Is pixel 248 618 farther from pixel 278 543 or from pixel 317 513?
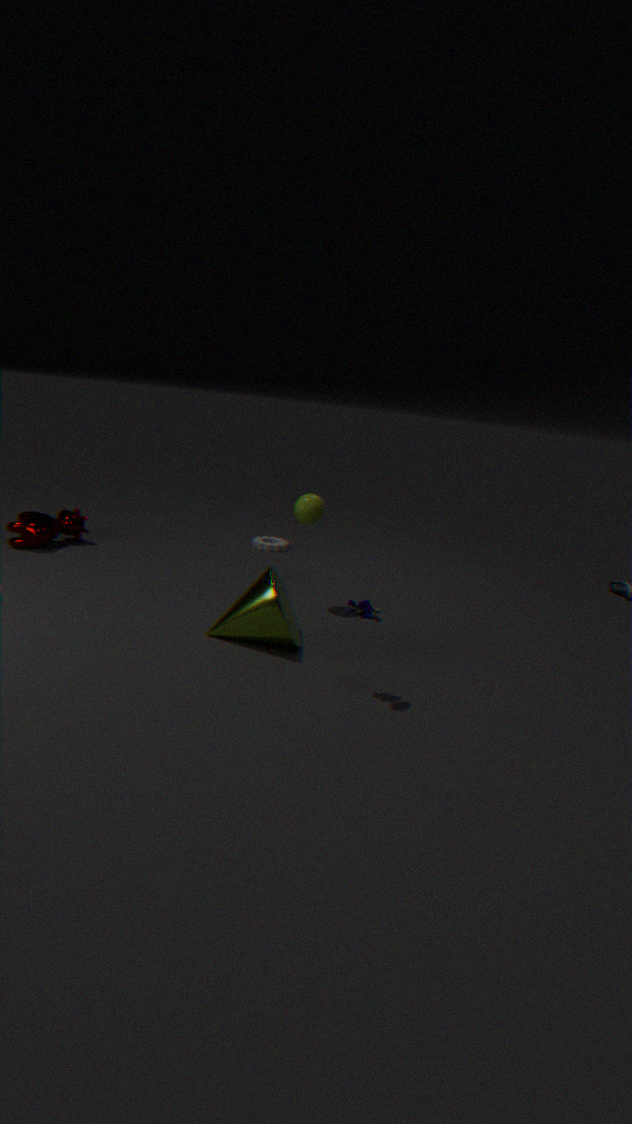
pixel 278 543
